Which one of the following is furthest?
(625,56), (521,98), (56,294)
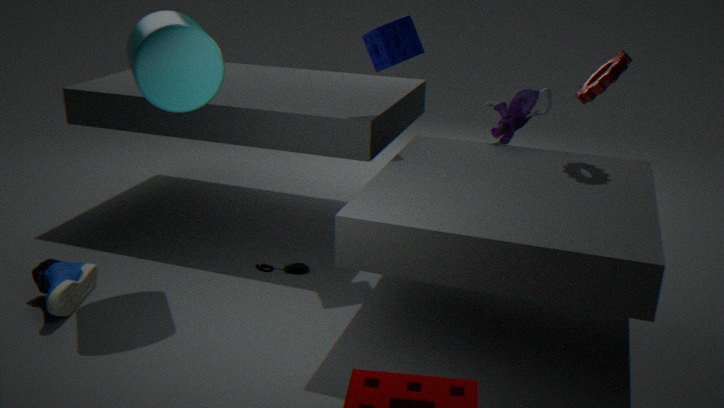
(521,98)
